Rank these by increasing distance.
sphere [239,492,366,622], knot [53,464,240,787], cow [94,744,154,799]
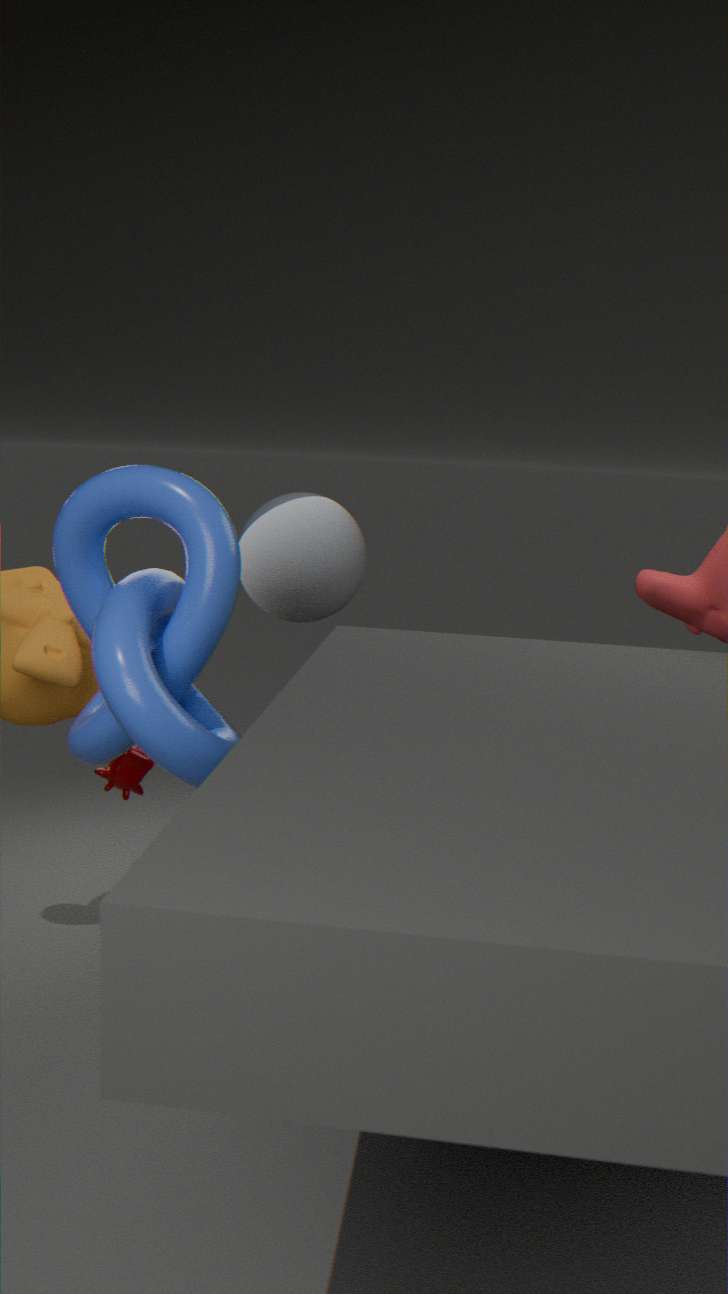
knot [53,464,240,787] → cow [94,744,154,799] → sphere [239,492,366,622]
